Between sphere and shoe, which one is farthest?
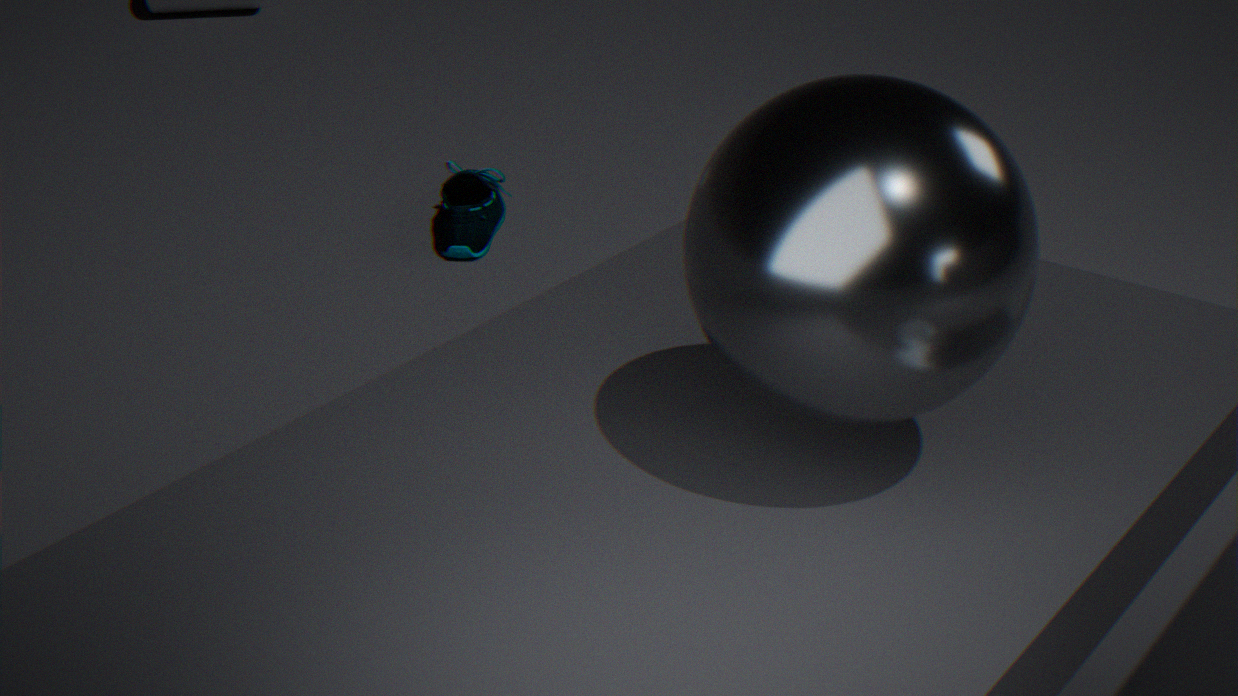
shoe
